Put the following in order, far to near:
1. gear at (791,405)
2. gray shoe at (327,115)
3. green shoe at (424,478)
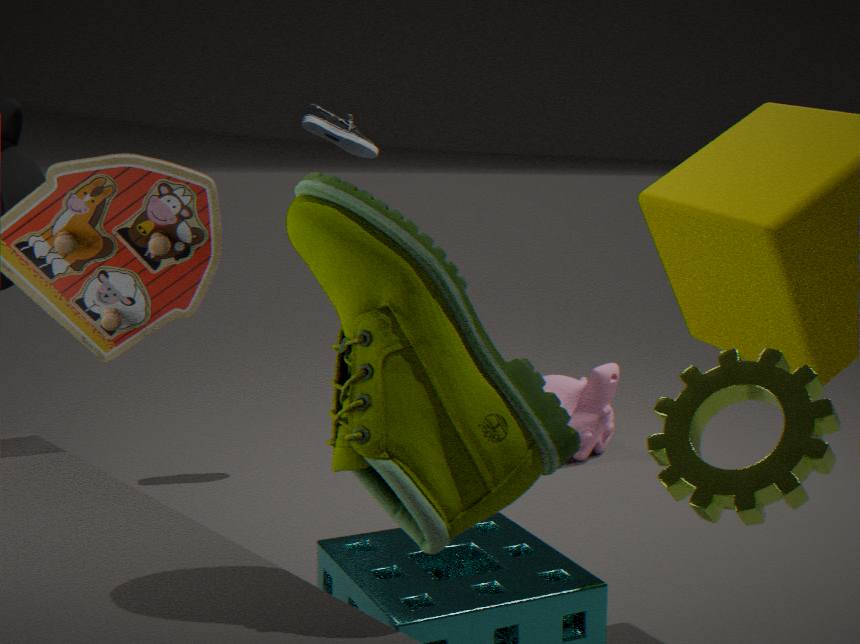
gray shoe at (327,115), gear at (791,405), green shoe at (424,478)
